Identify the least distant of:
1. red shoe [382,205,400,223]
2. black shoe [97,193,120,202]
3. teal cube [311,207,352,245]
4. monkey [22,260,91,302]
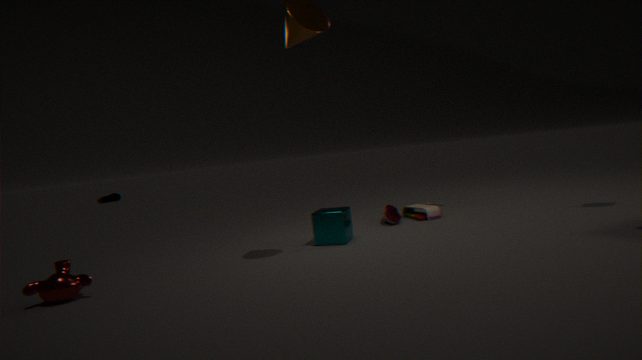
monkey [22,260,91,302]
